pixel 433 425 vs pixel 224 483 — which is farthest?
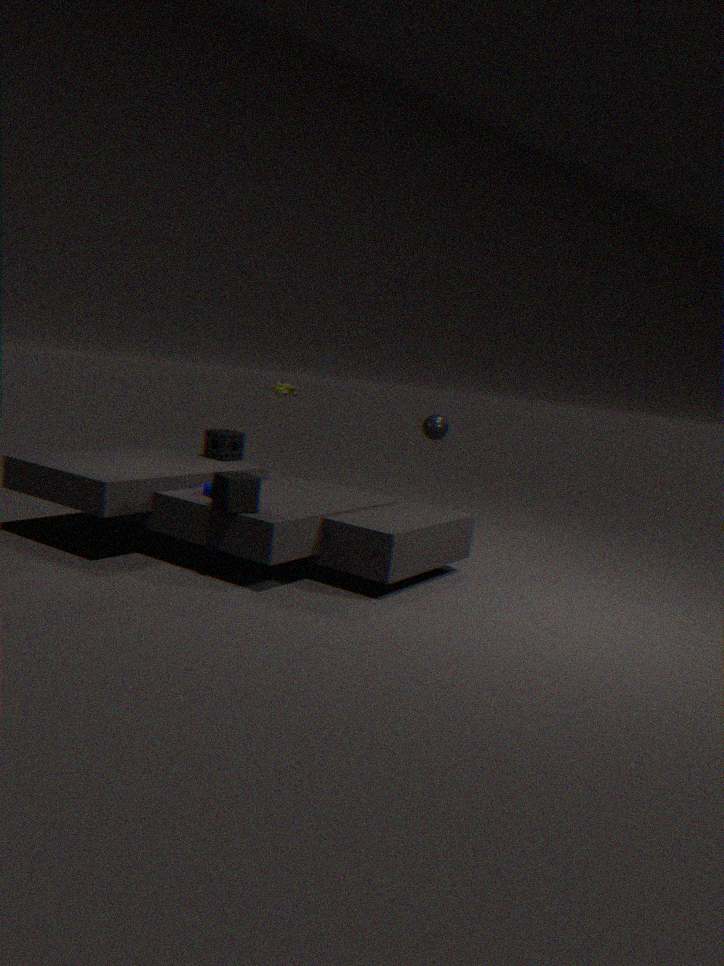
pixel 433 425
